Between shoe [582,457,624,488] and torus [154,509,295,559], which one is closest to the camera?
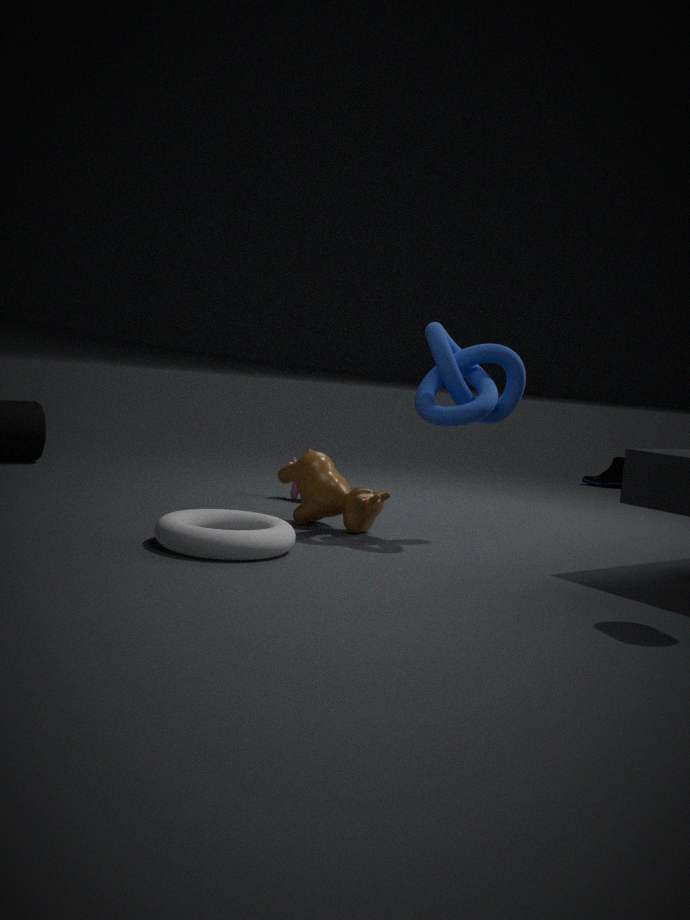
torus [154,509,295,559]
